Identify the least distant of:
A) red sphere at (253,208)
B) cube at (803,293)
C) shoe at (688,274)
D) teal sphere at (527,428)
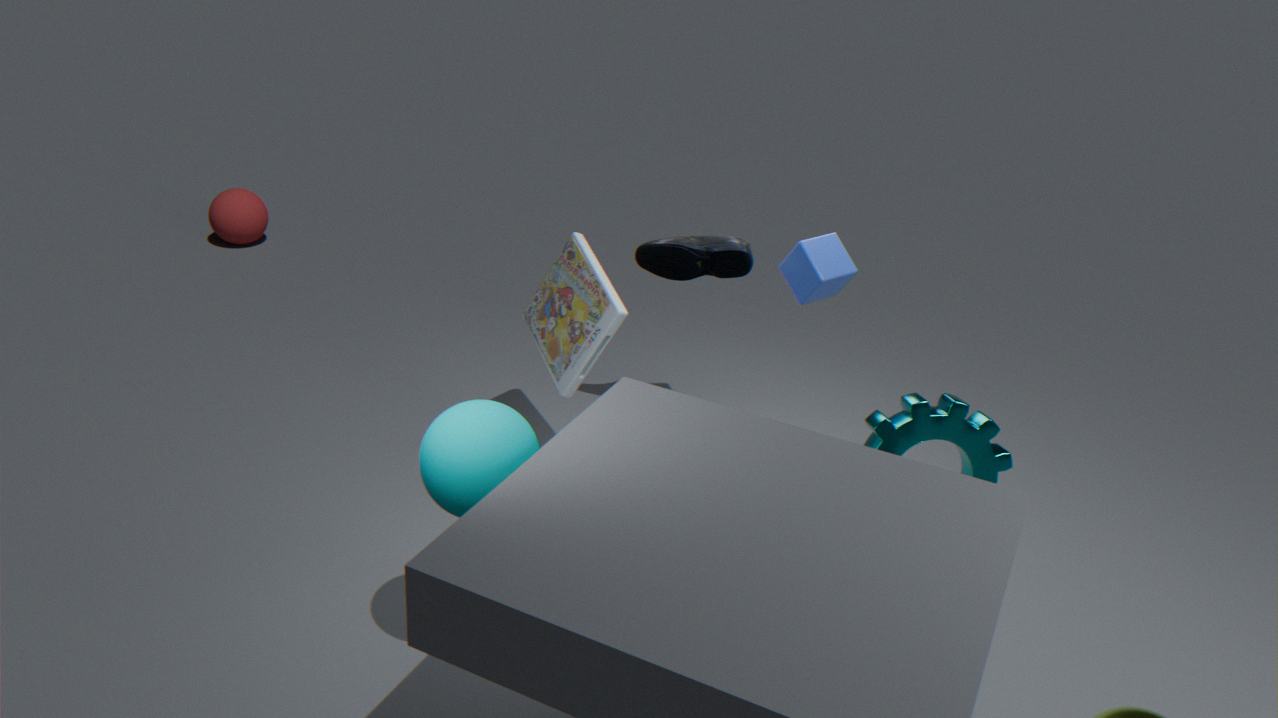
teal sphere at (527,428)
